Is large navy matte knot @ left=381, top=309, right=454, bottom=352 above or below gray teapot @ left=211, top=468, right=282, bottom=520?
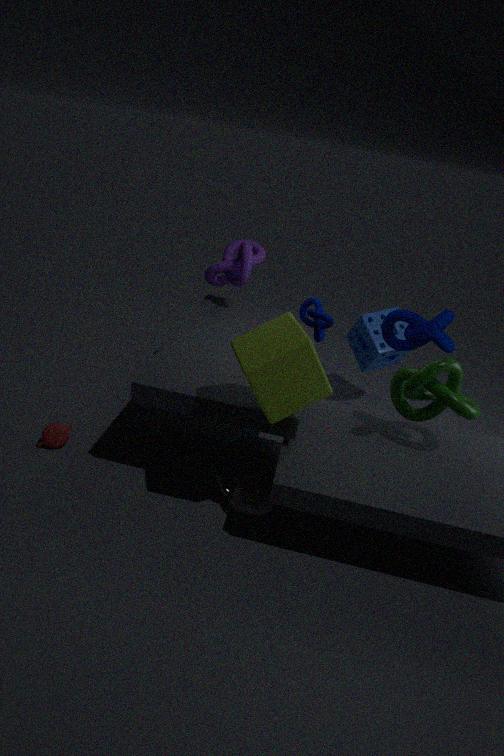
above
